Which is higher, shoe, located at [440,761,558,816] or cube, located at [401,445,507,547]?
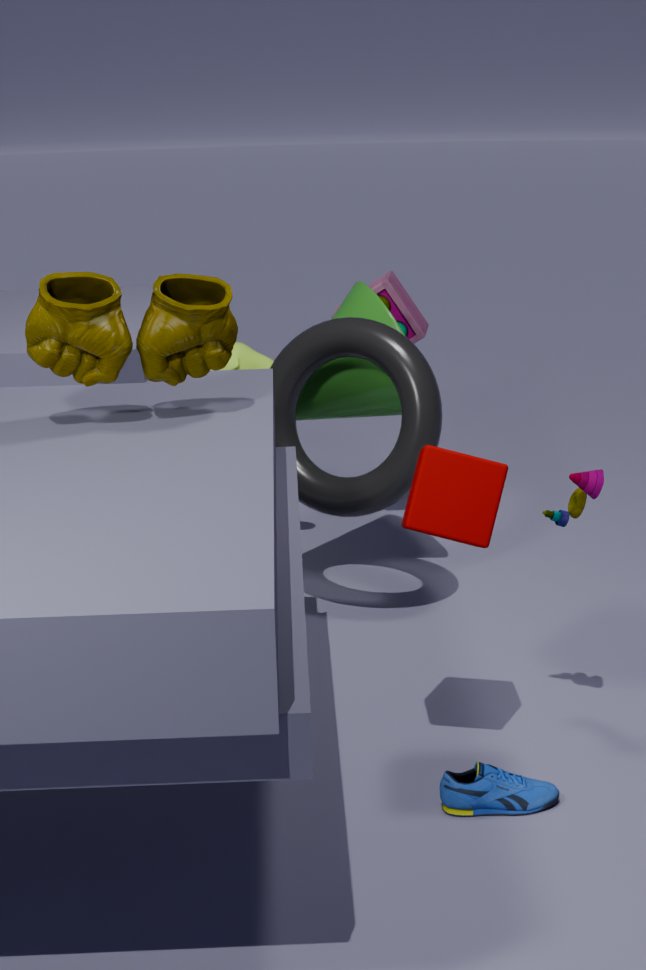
cube, located at [401,445,507,547]
